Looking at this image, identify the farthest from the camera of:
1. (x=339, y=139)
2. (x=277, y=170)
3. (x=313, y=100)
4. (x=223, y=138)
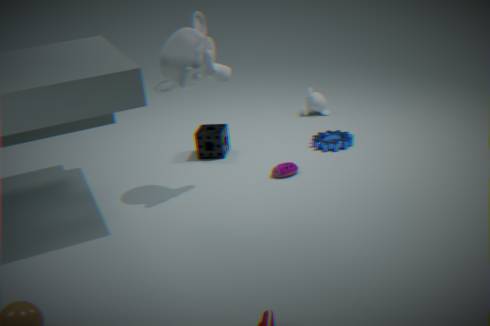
(x=313, y=100)
